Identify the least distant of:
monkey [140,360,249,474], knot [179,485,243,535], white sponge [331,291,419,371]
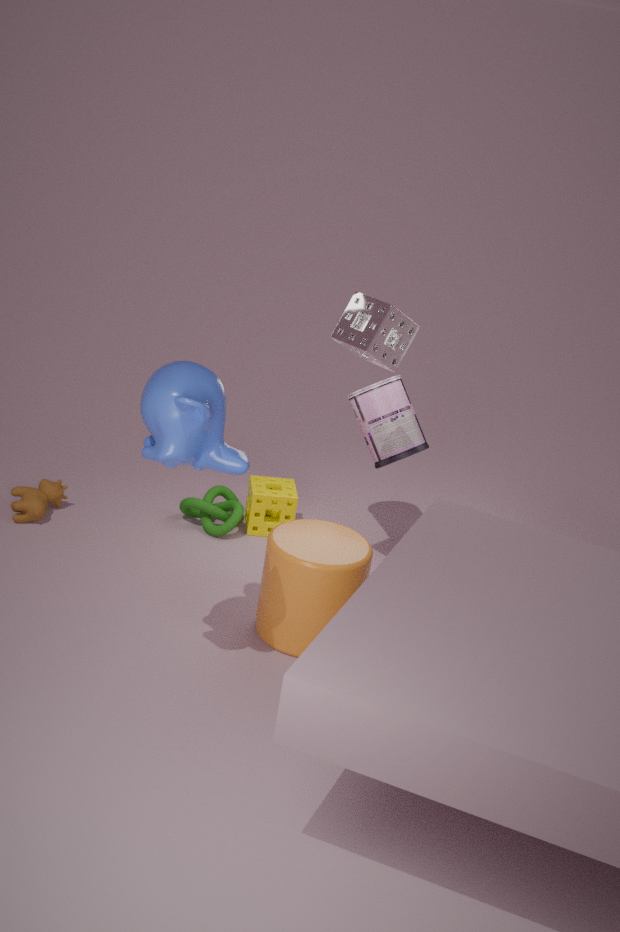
monkey [140,360,249,474]
